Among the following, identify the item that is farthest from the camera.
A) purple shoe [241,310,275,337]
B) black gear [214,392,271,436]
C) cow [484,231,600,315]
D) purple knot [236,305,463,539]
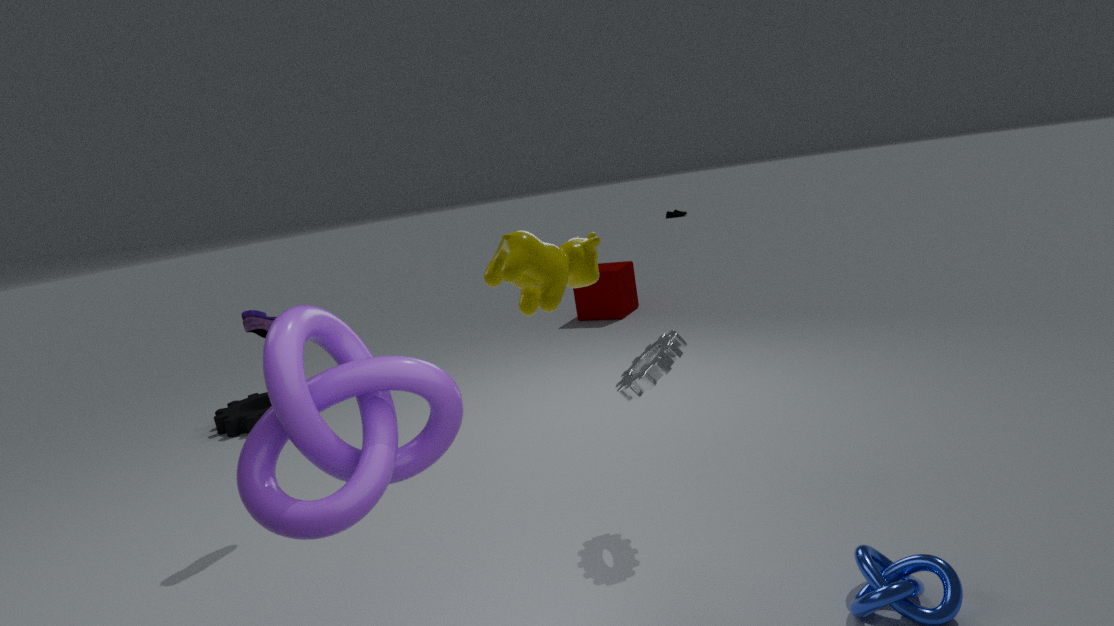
black gear [214,392,271,436]
